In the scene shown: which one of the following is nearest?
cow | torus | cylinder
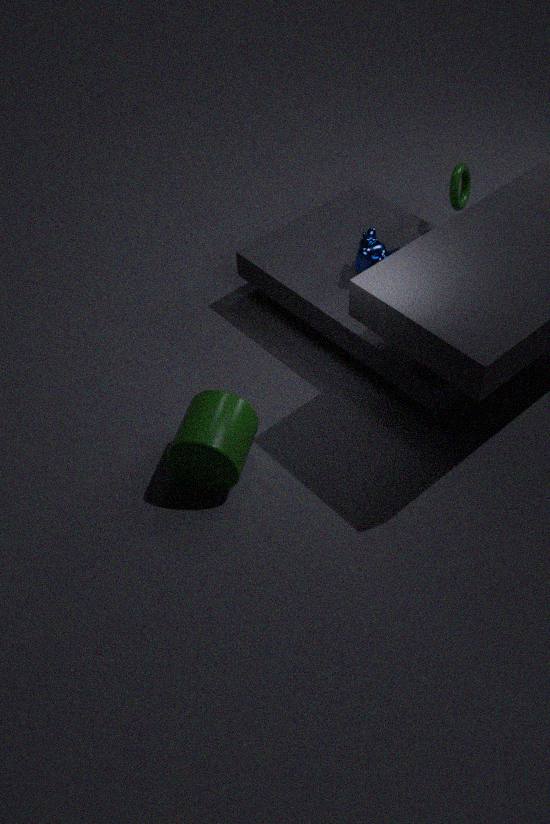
cylinder
